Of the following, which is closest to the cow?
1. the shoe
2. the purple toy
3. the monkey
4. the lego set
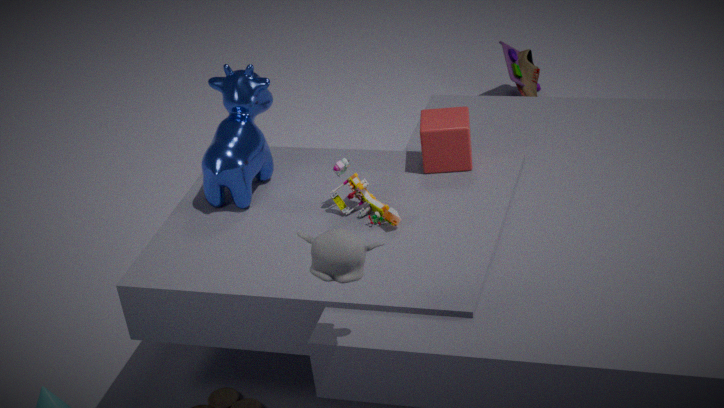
the lego set
